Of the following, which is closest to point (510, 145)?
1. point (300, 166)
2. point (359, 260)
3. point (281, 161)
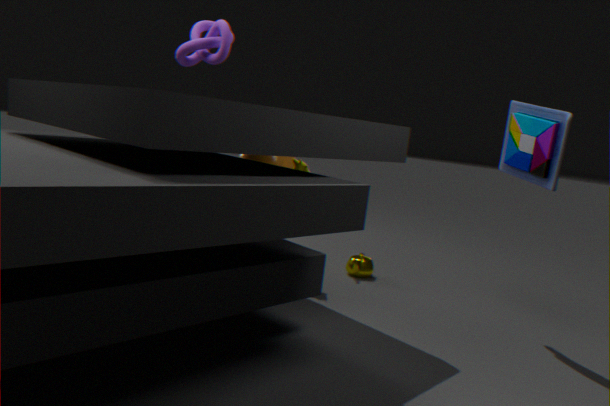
point (359, 260)
